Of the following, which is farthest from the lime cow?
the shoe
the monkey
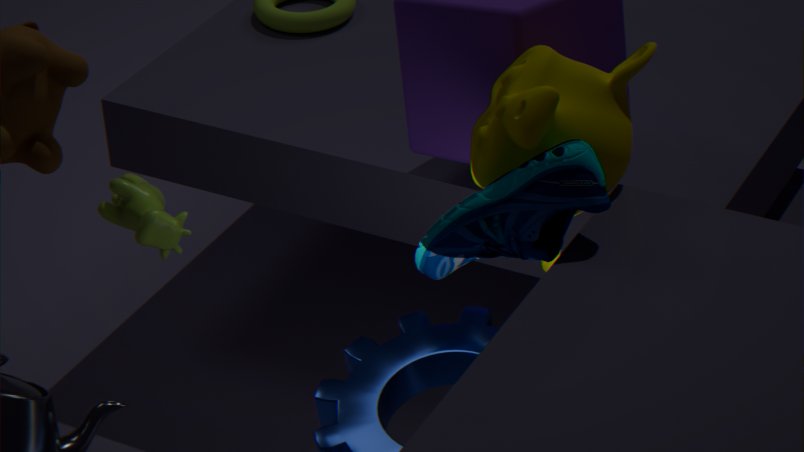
the monkey
